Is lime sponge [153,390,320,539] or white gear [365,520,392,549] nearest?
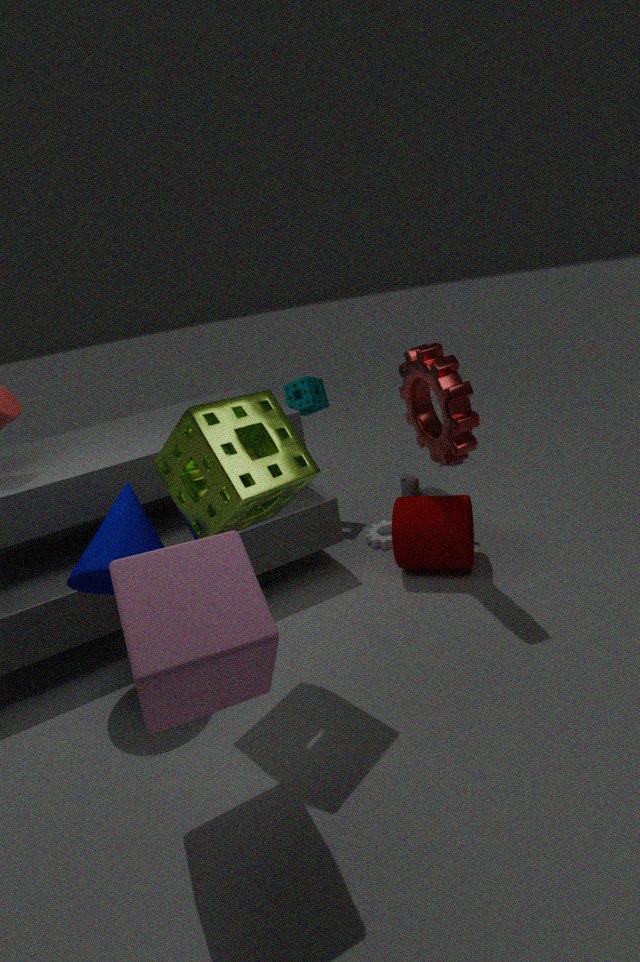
lime sponge [153,390,320,539]
